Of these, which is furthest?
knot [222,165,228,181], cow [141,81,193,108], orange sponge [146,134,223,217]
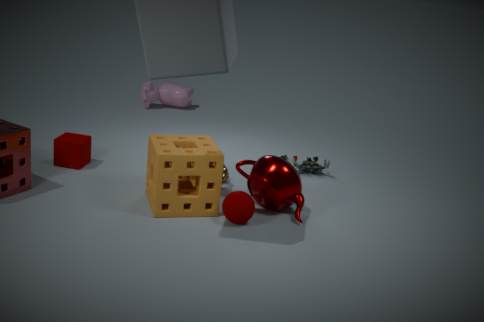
cow [141,81,193,108]
